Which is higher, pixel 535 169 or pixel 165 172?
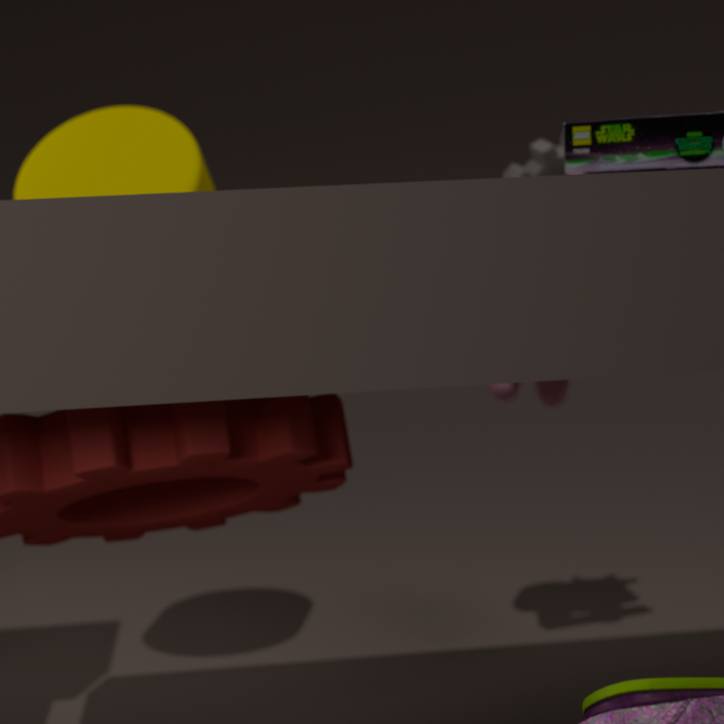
pixel 535 169
